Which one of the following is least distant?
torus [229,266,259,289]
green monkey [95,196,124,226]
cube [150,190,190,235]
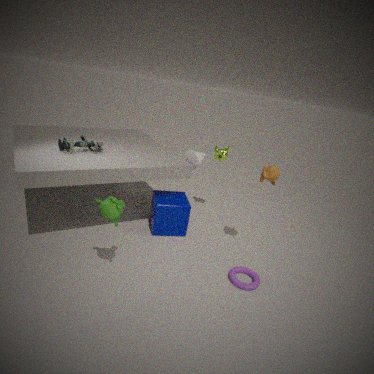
green monkey [95,196,124,226]
